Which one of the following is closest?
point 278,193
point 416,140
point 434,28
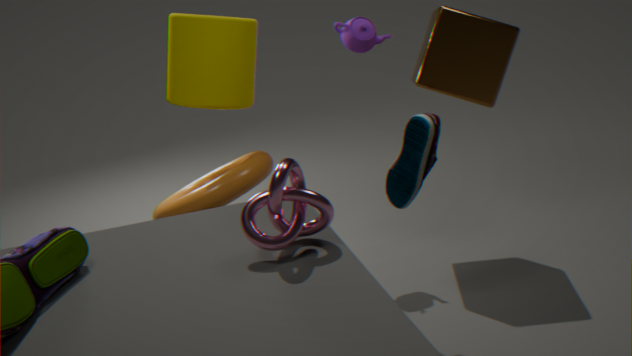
point 278,193
